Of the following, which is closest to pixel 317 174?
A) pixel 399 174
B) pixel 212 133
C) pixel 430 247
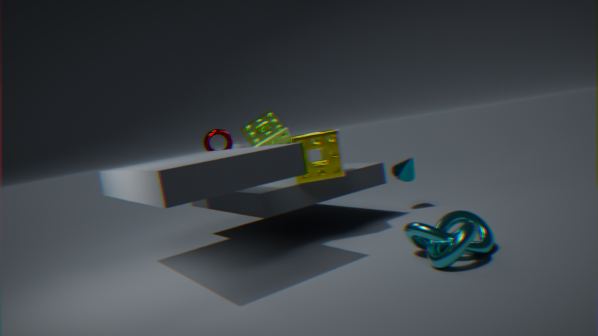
pixel 399 174
